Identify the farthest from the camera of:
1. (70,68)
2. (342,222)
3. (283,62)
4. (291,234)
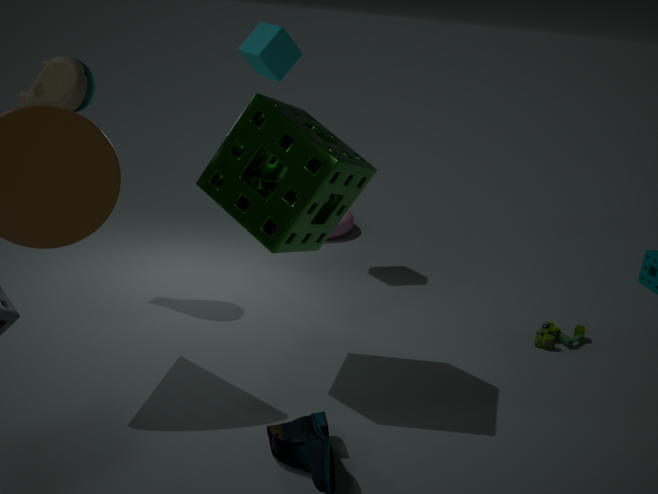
(342,222)
